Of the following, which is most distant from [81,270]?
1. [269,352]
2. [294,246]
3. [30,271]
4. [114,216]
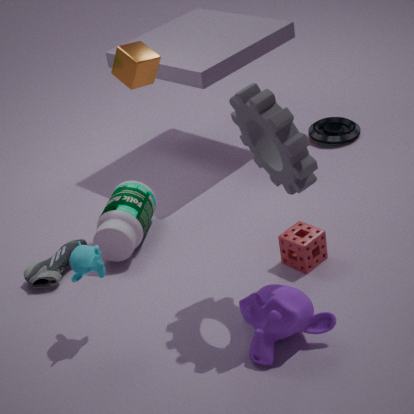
[294,246]
